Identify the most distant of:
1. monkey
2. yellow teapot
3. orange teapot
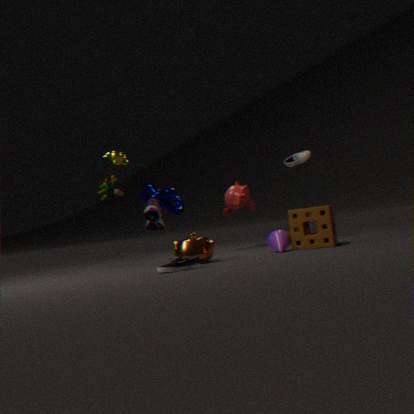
monkey
